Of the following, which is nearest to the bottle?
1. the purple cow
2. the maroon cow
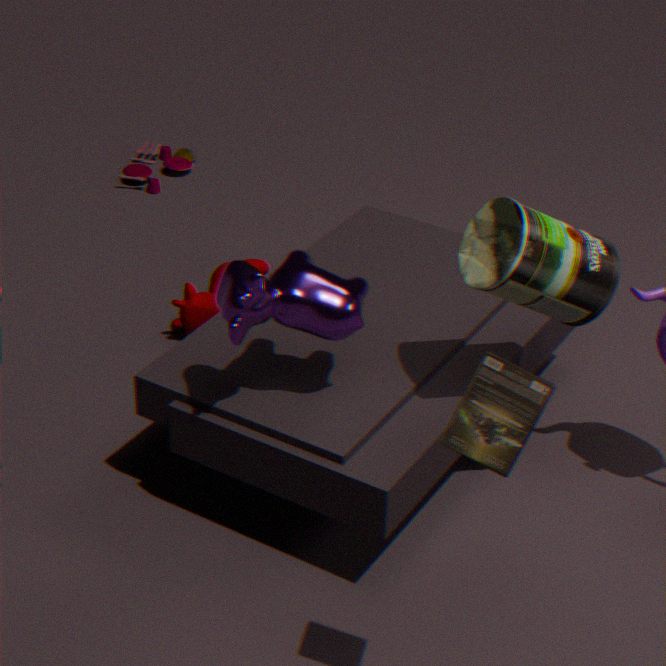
the purple cow
